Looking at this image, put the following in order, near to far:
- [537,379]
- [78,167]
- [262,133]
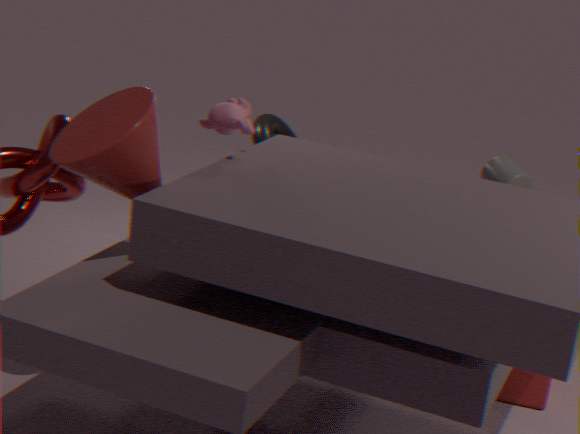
[78,167] → [537,379] → [262,133]
